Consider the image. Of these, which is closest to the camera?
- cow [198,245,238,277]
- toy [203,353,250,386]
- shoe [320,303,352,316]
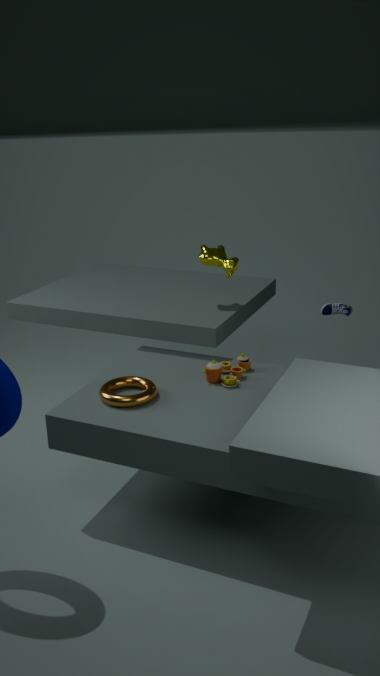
toy [203,353,250,386]
